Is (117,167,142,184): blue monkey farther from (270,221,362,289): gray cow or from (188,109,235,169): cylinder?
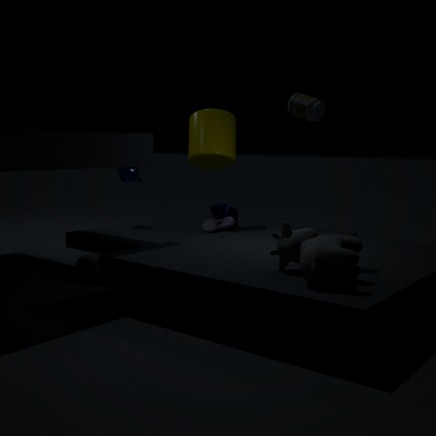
(270,221,362,289): gray cow
